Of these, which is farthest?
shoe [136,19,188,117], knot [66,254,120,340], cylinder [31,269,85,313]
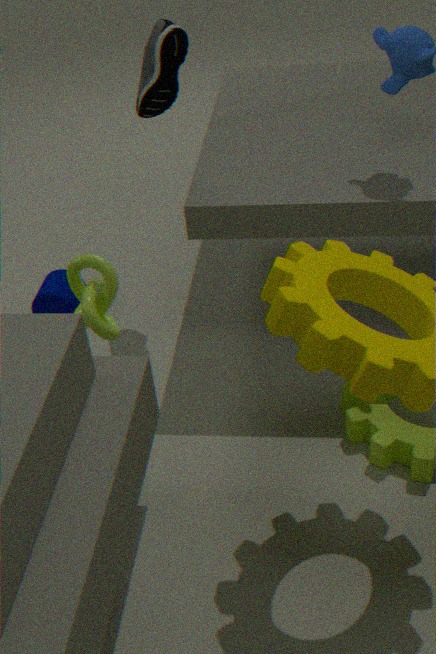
cylinder [31,269,85,313]
